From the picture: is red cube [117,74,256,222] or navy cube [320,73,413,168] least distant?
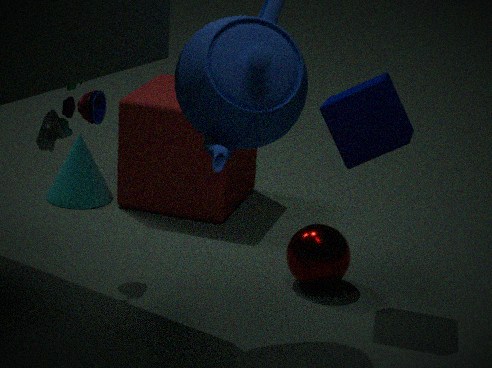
navy cube [320,73,413,168]
